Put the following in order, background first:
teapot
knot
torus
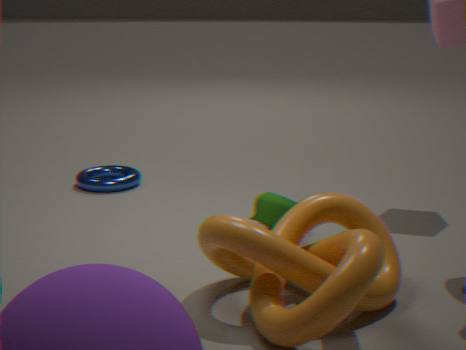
torus → teapot → knot
